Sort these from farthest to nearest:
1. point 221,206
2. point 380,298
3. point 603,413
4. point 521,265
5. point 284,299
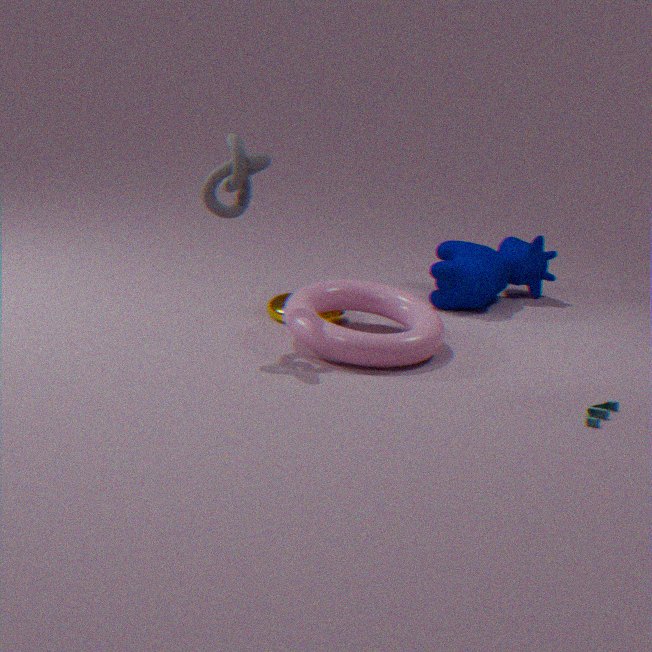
point 521,265
point 284,299
point 380,298
point 221,206
point 603,413
